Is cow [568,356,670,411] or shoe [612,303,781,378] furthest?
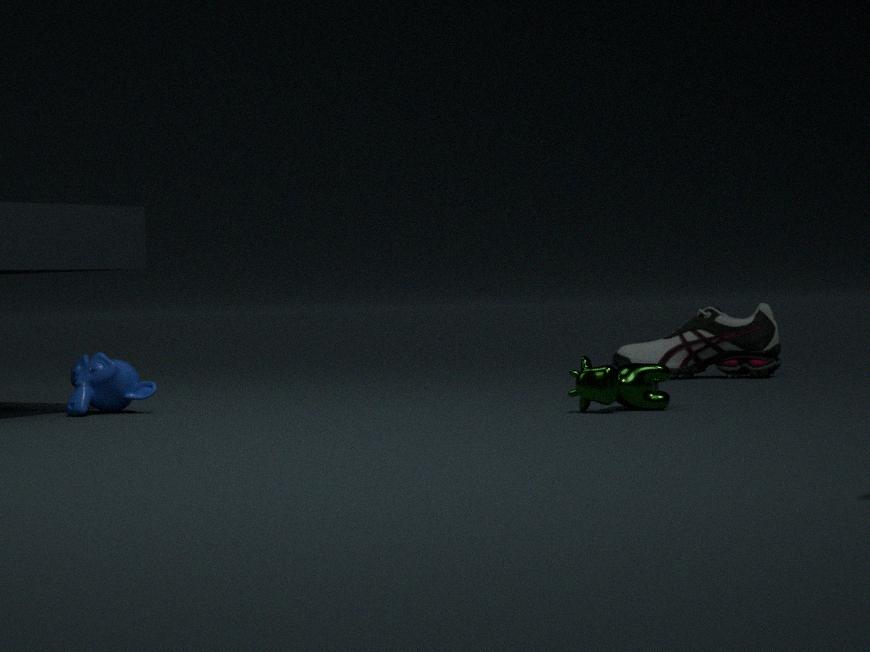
shoe [612,303,781,378]
